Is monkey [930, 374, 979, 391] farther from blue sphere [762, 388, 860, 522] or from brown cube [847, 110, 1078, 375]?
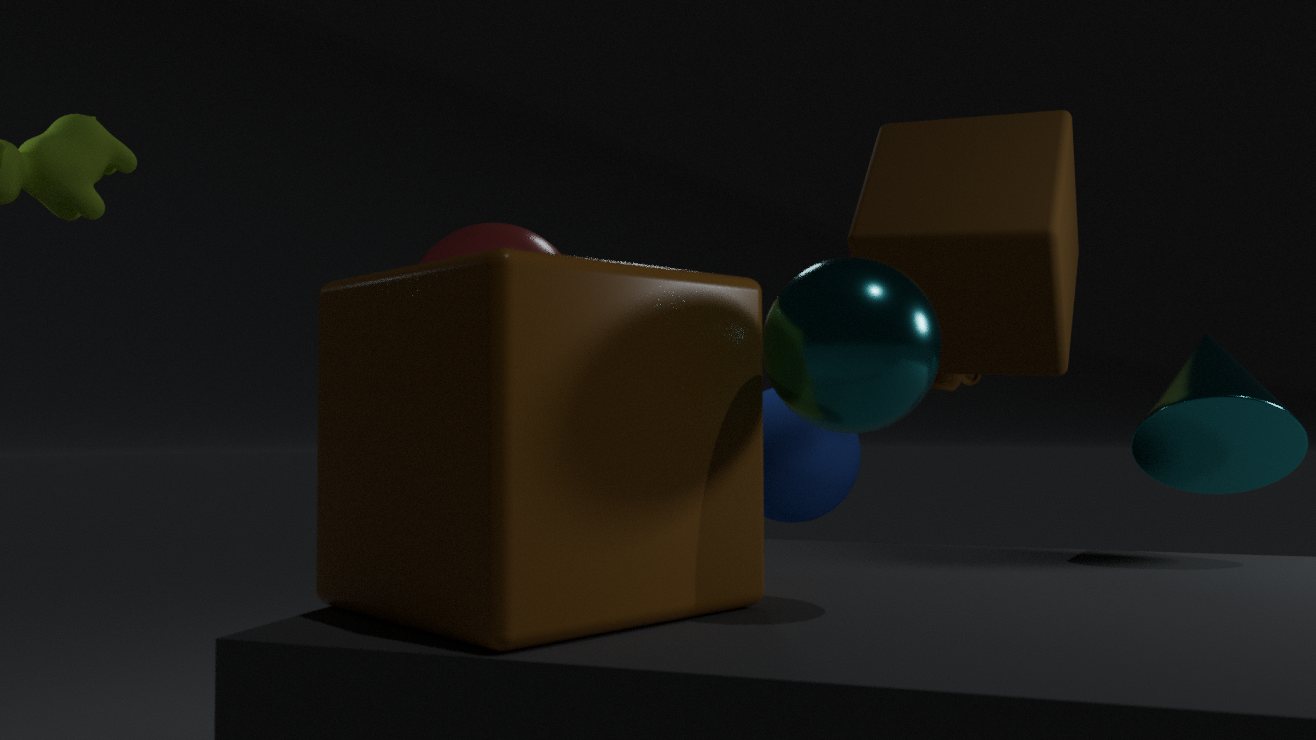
blue sphere [762, 388, 860, 522]
